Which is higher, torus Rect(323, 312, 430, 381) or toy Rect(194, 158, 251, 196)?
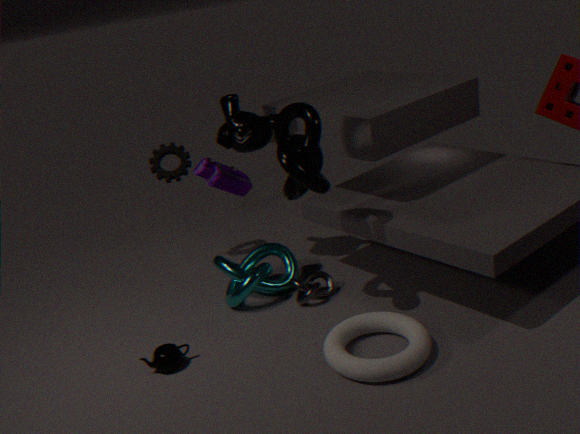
toy Rect(194, 158, 251, 196)
